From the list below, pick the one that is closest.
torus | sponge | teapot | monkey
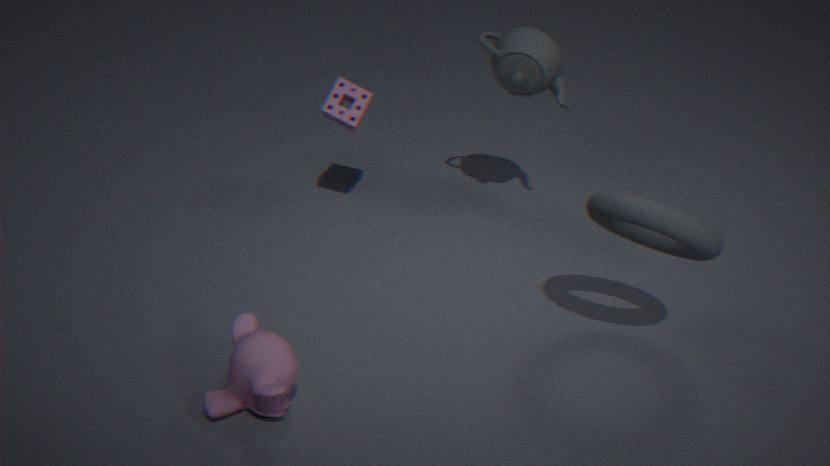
torus
